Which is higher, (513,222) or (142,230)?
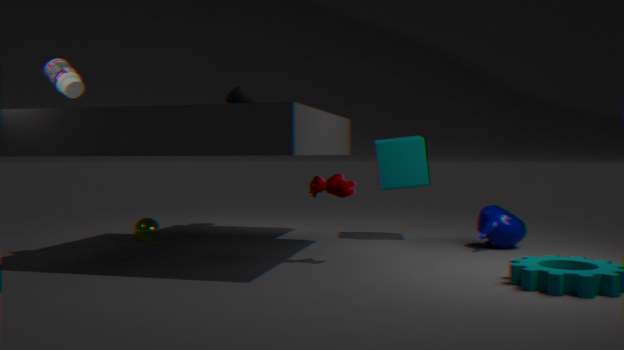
(513,222)
